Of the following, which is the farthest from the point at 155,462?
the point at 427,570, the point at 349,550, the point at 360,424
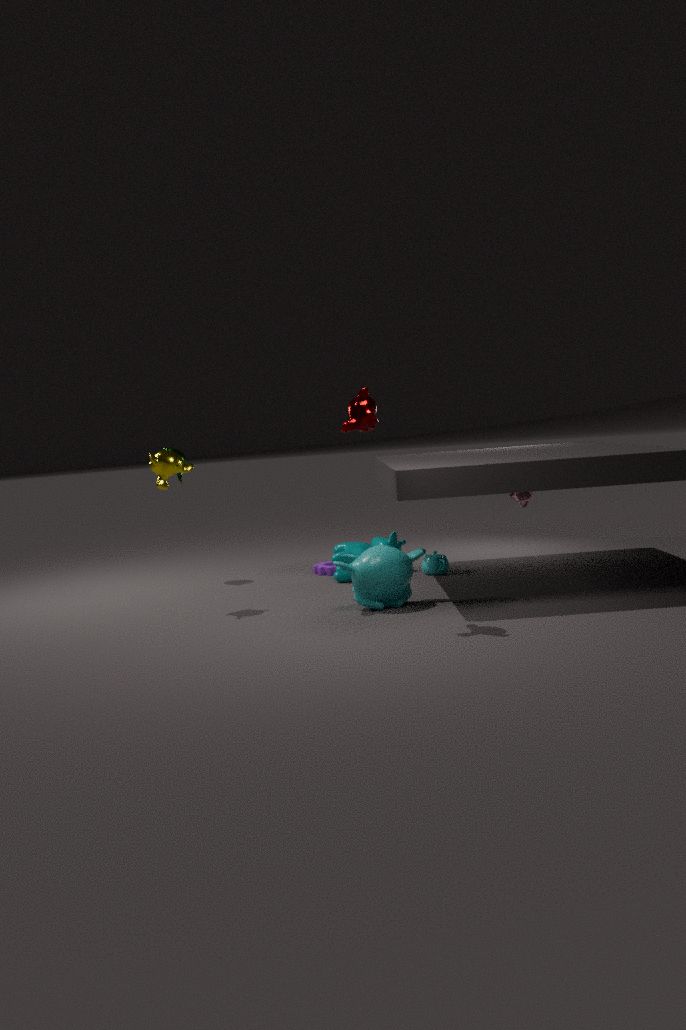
the point at 427,570
